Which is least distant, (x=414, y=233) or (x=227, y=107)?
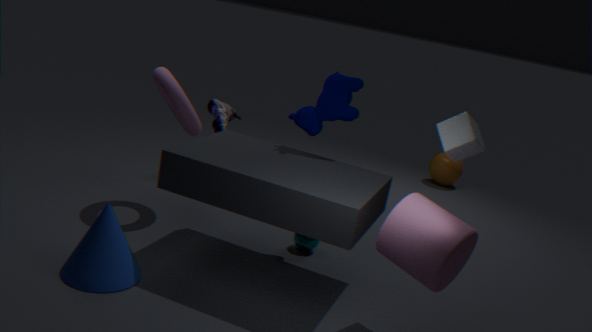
(x=414, y=233)
